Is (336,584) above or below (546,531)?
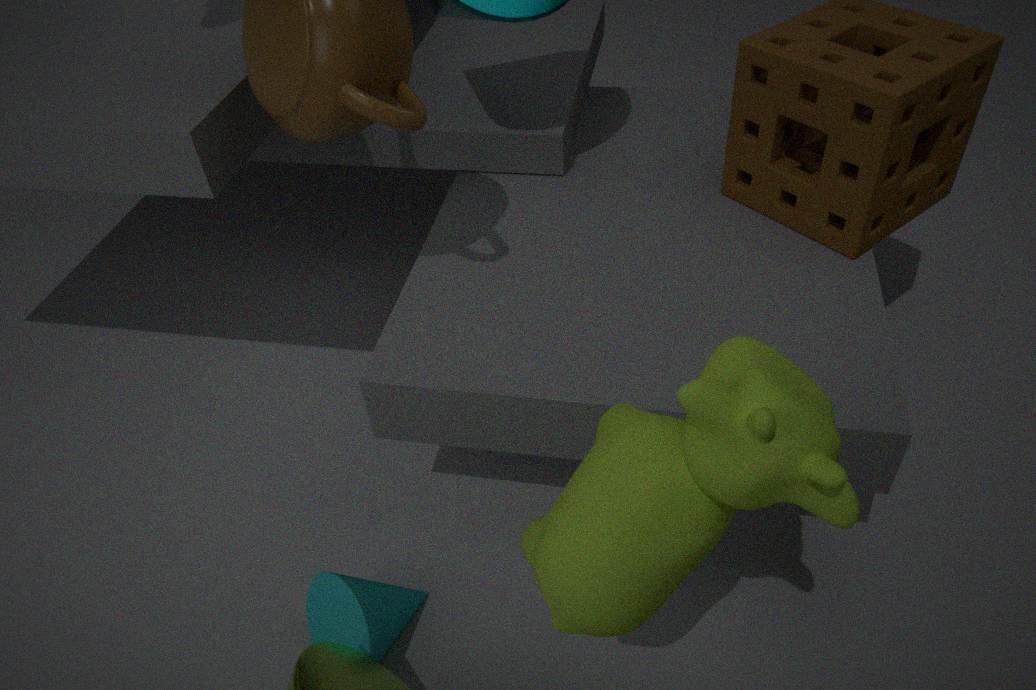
below
